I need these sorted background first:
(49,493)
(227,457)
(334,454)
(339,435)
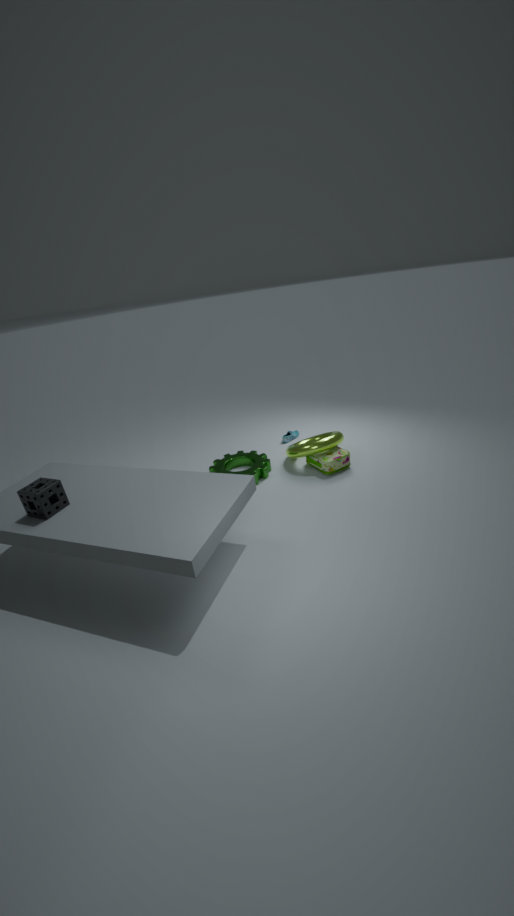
(227,457)
(339,435)
(334,454)
(49,493)
